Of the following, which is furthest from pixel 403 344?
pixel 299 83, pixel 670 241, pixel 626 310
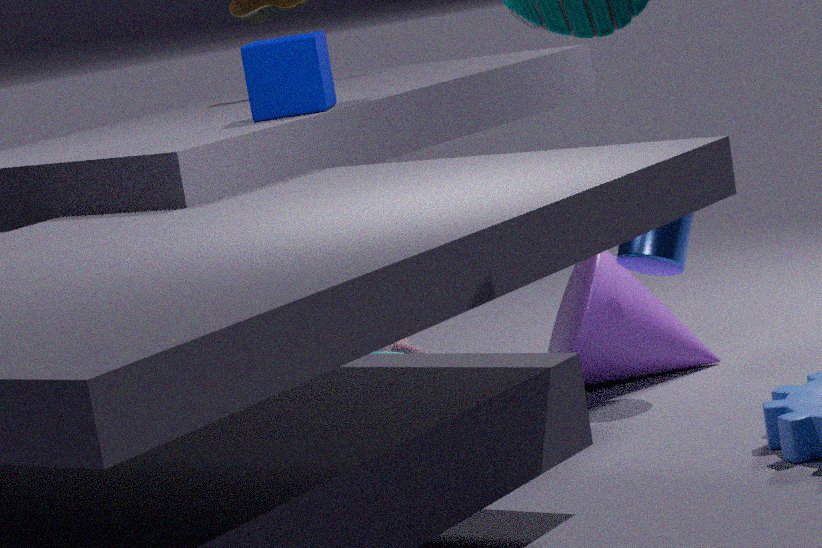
pixel 299 83
